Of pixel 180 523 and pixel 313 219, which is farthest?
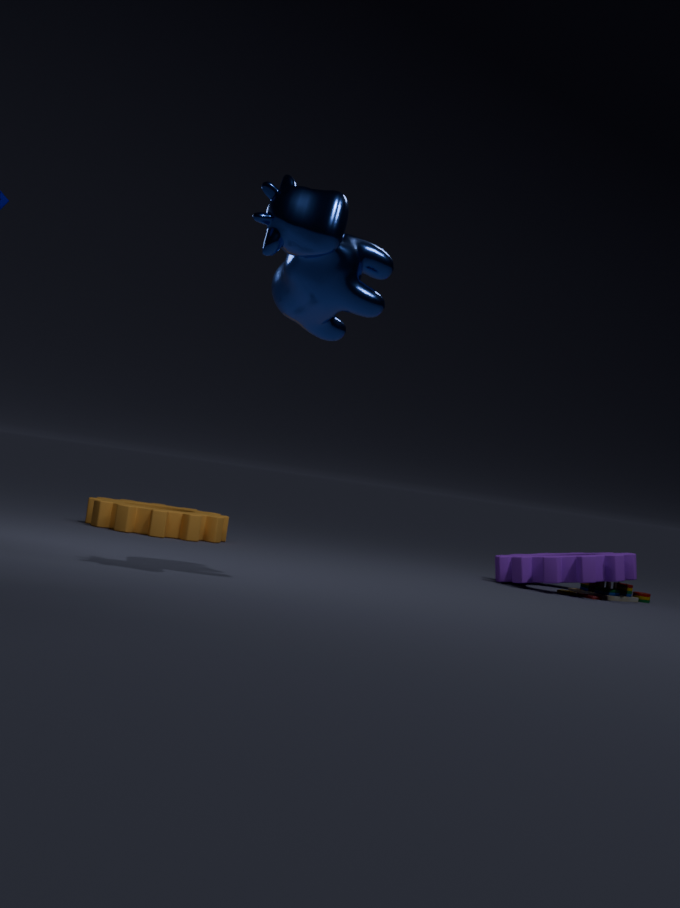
pixel 180 523
